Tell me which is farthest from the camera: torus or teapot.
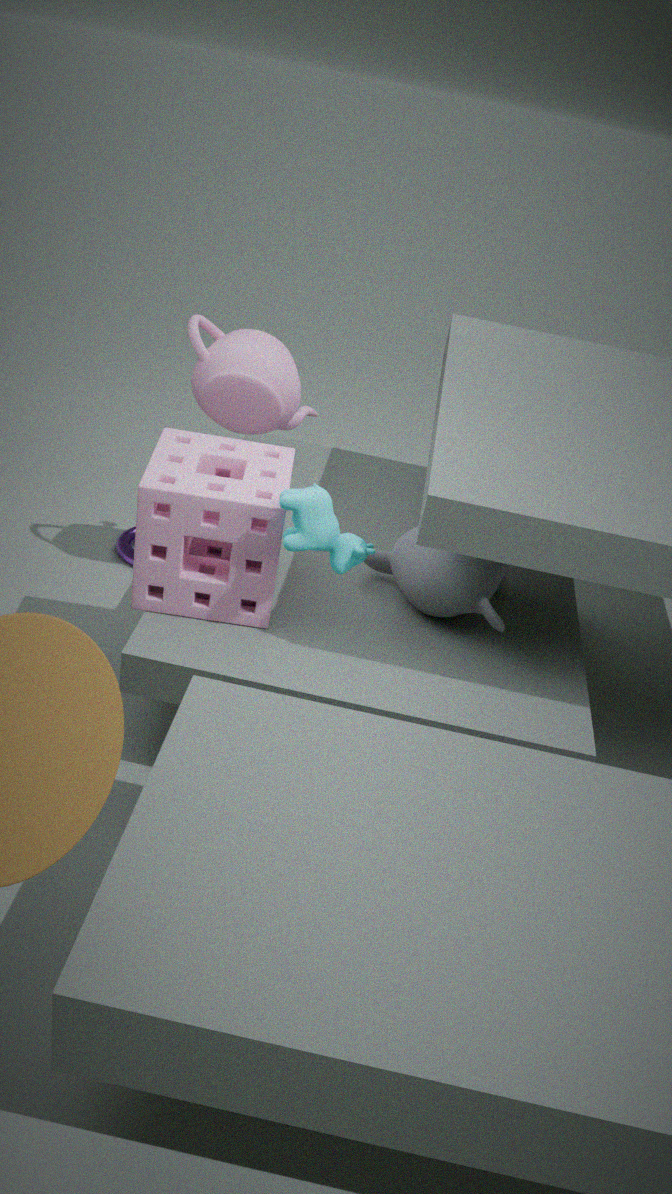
torus
